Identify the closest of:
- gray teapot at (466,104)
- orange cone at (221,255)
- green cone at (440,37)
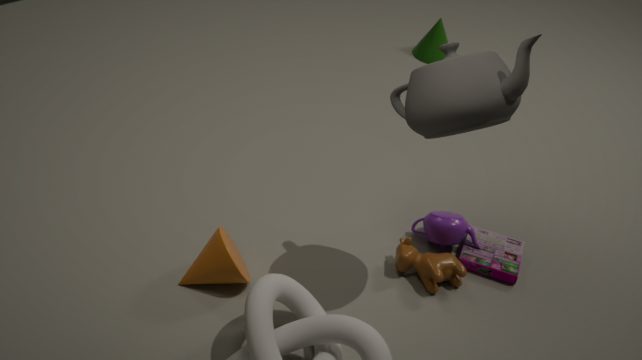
gray teapot at (466,104)
